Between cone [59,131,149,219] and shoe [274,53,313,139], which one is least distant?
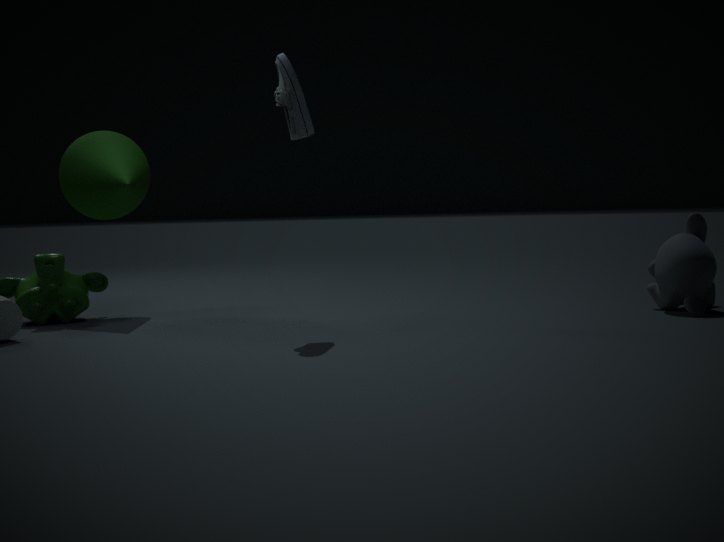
shoe [274,53,313,139]
